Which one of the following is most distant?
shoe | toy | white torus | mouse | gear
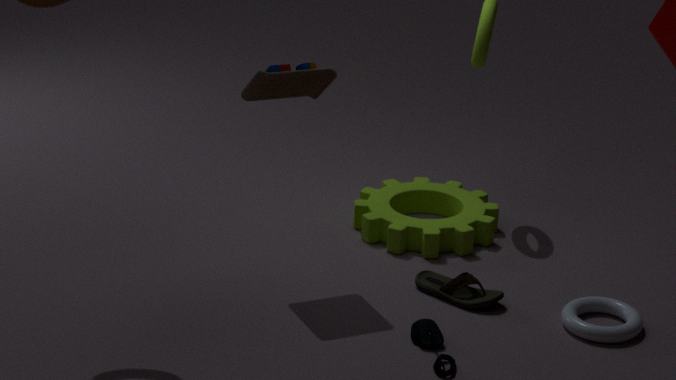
gear
